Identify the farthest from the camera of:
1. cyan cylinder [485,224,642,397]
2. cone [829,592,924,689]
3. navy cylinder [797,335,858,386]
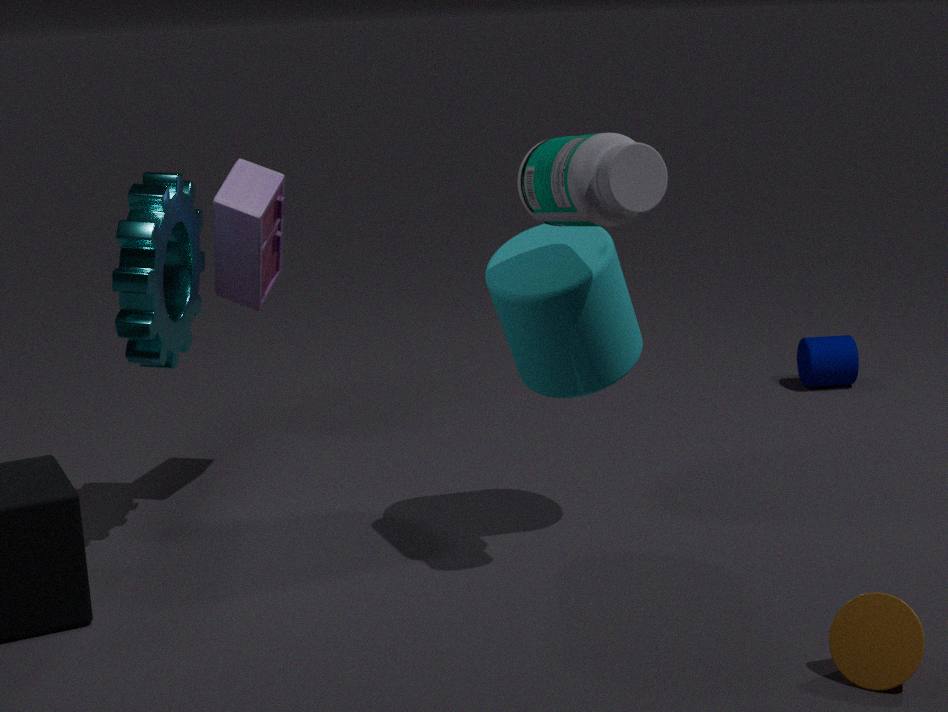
navy cylinder [797,335,858,386]
